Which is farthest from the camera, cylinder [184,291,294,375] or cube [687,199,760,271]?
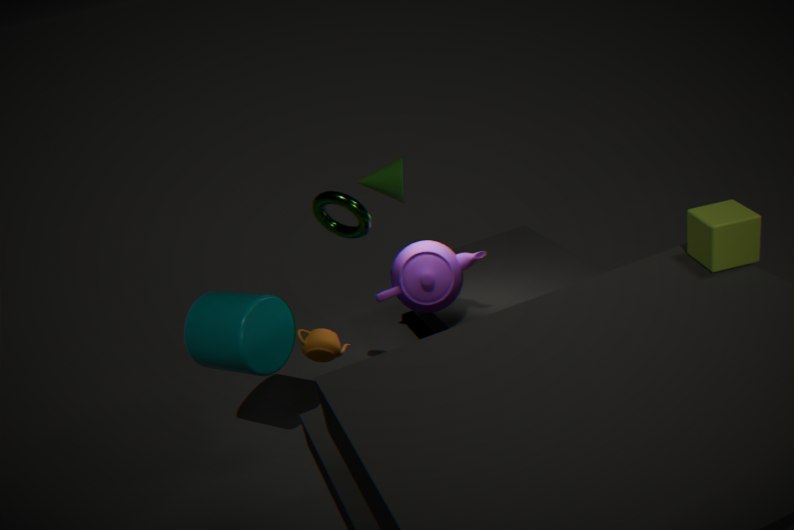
cylinder [184,291,294,375]
